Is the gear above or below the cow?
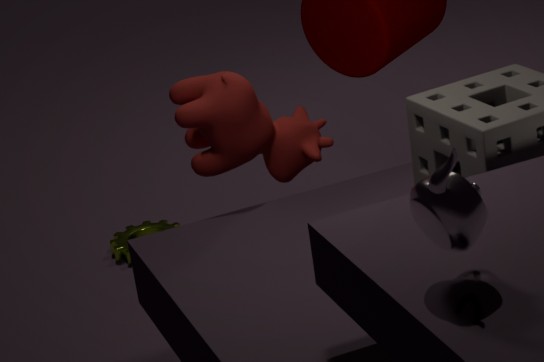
below
